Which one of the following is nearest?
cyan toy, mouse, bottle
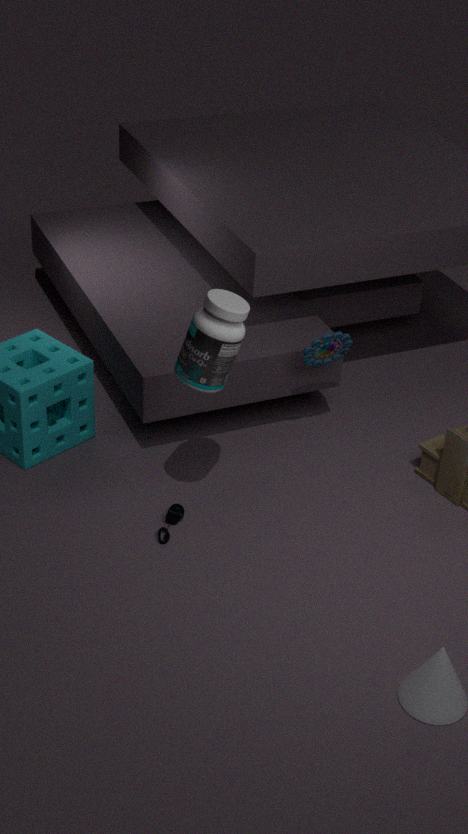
bottle
